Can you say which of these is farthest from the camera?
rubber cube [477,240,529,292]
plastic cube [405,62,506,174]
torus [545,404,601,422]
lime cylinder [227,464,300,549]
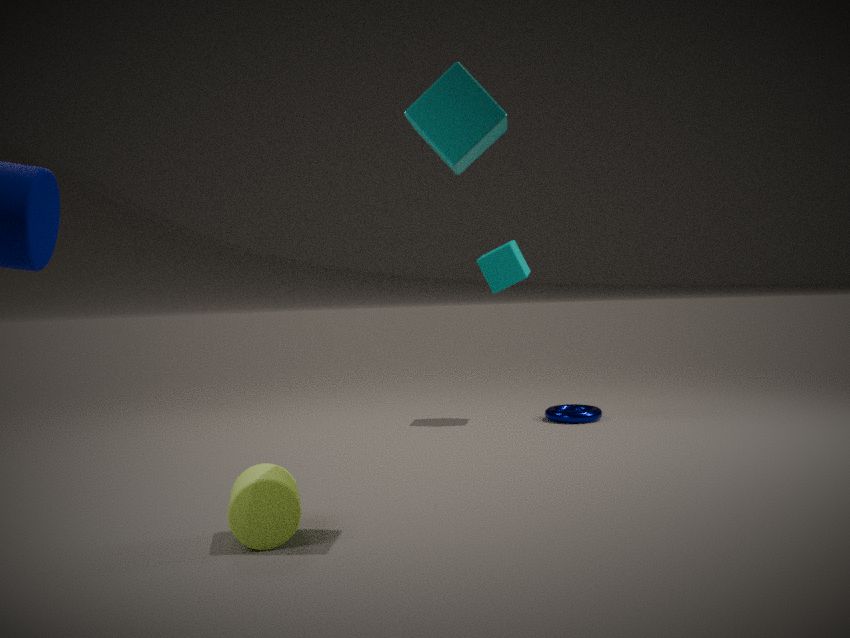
rubber cube [477,240,529,292]
